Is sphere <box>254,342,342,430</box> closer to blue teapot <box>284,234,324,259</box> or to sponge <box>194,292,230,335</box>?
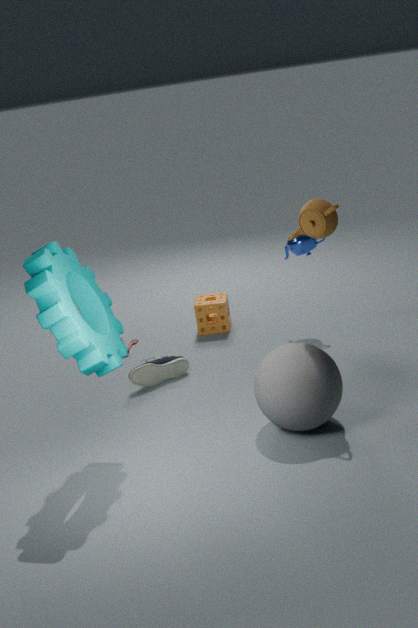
blue teapot <box>284,234,324,259</box>
